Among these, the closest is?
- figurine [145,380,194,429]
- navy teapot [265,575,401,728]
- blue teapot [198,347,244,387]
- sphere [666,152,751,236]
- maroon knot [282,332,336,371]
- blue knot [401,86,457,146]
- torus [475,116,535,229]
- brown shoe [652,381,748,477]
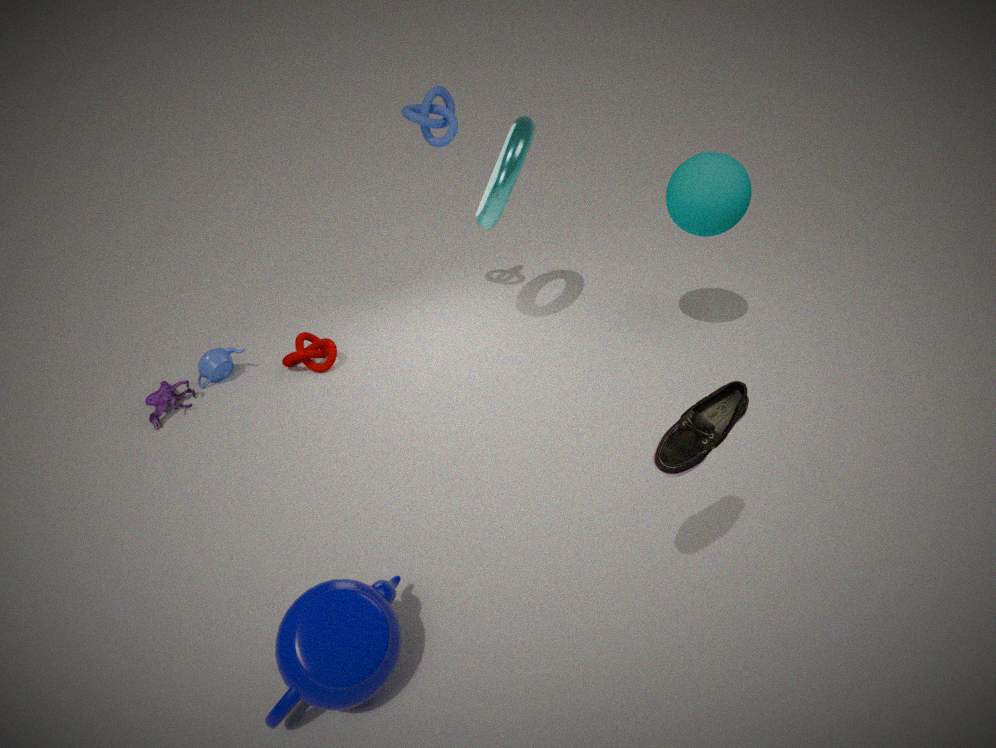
brown shoe [652,381,748,477]
